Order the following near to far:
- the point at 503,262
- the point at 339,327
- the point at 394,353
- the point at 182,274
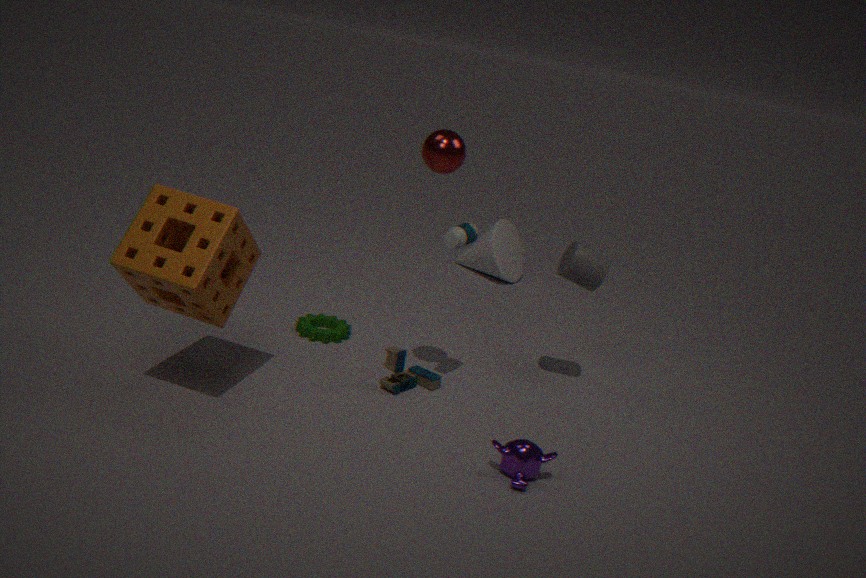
the point at 182,274 < the point at 394,353 < the point at 339,327 < the point at 503,262
